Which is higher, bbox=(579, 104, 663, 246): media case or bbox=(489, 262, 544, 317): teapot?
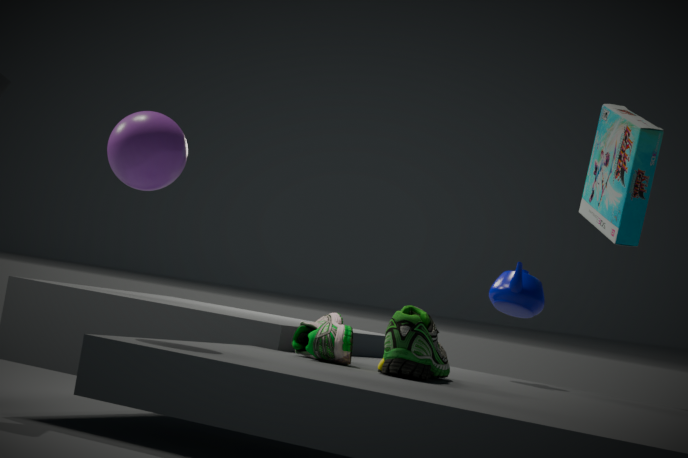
bbox=(579, 104, 663, 246): media case
